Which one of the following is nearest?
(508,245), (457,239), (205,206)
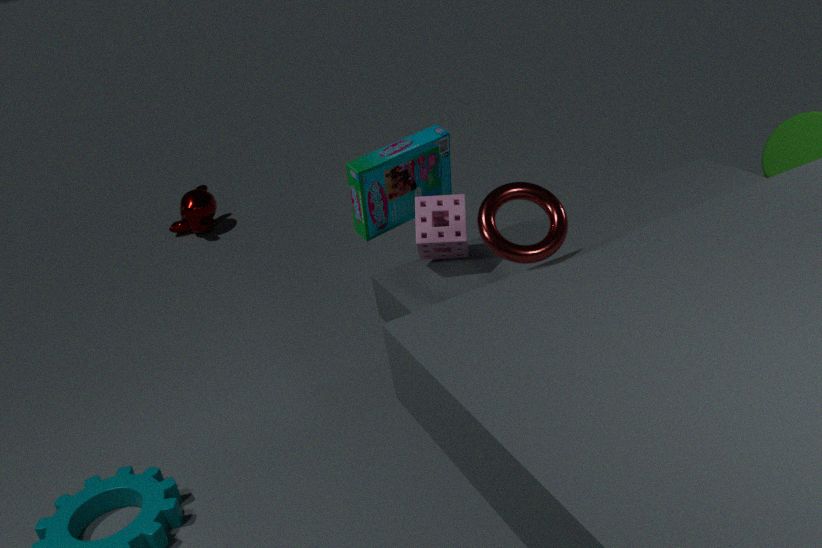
(508,245)
